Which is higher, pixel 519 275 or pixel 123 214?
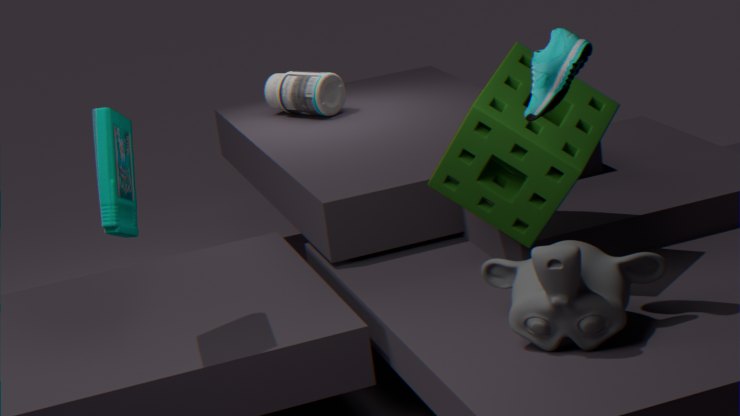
pixel 123 214
